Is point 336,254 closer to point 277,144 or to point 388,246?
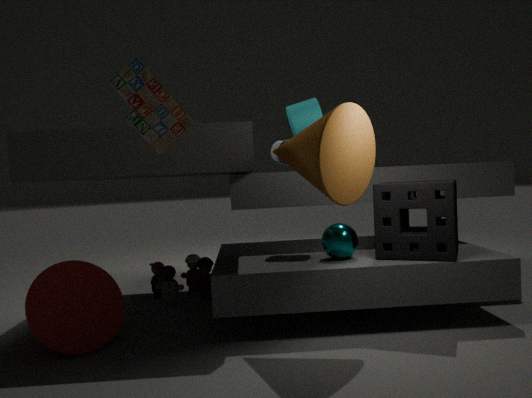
A: point 388,246
